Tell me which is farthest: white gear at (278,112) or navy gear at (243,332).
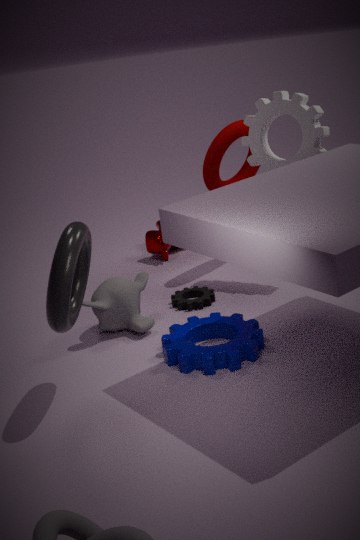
white gear at (278,112)
